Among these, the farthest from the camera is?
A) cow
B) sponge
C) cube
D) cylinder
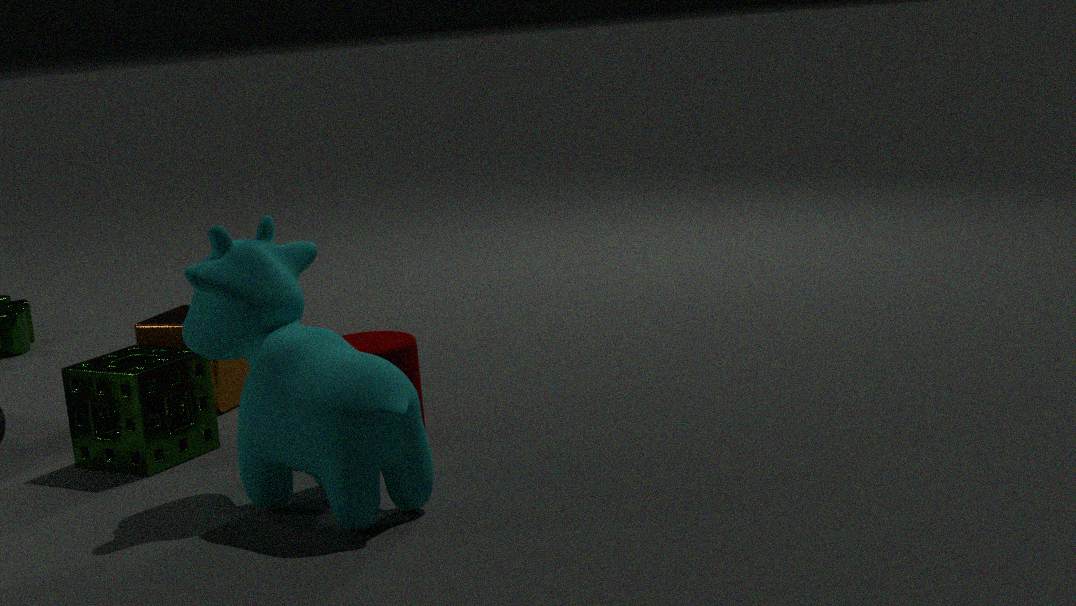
cube
